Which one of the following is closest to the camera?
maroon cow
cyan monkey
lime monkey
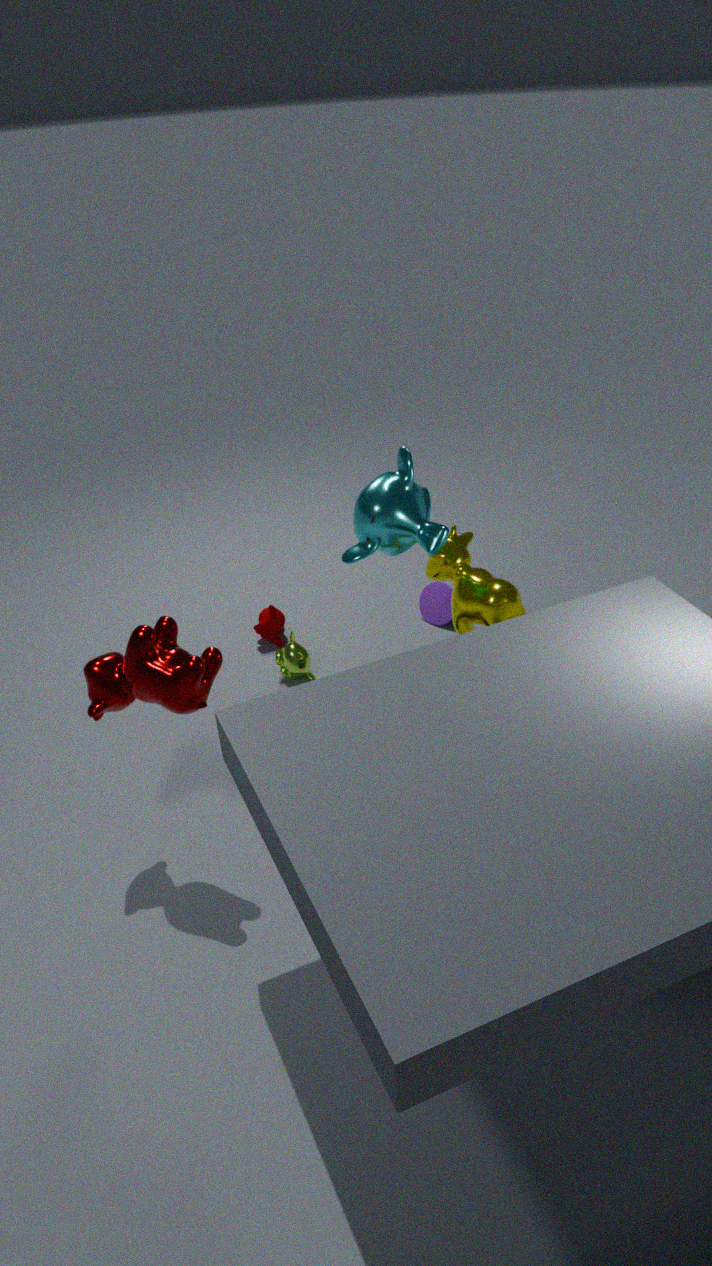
maroon cow
